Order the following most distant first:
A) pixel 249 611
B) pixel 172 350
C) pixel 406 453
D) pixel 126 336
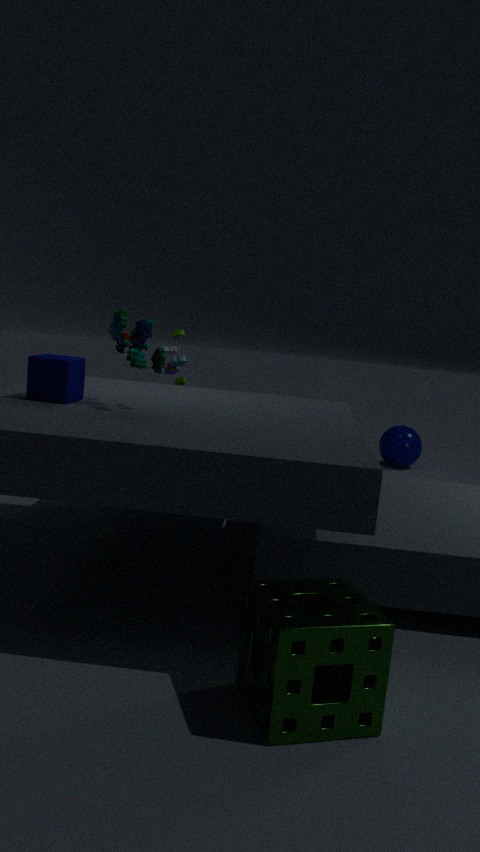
C. pixel 406 453
B. pixel 172 350
D. pixel 126 336
A. pixel 249 611
